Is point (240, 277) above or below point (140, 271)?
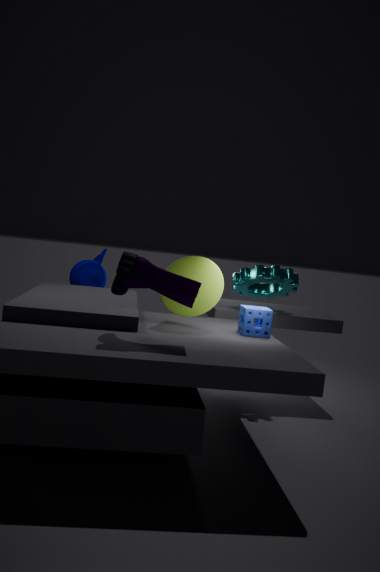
below
